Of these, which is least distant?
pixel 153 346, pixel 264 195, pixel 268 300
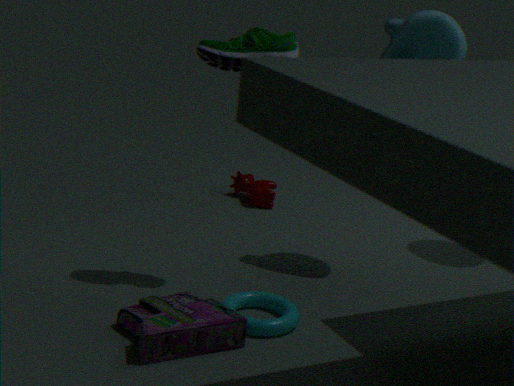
pixel 153 346
